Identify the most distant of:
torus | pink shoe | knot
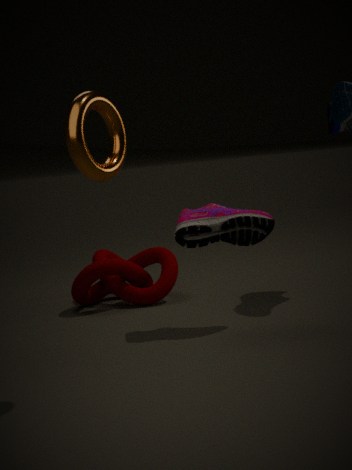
knot
